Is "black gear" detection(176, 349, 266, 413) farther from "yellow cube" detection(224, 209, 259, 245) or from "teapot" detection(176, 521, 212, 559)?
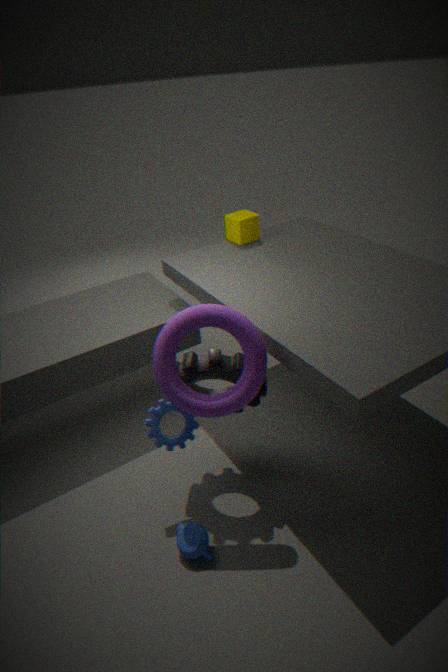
"yellow cube" detection(224, 209, 259, 245)
